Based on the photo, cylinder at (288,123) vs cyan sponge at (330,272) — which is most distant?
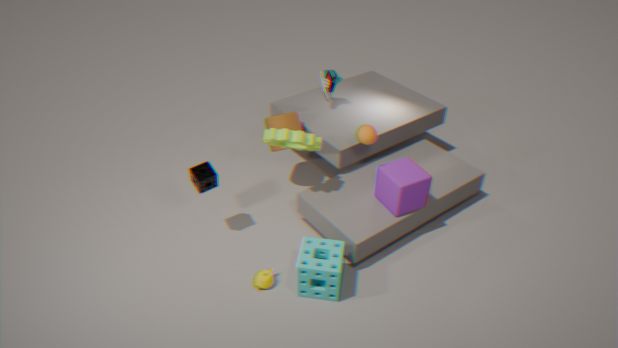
cylinder at (288,123)
